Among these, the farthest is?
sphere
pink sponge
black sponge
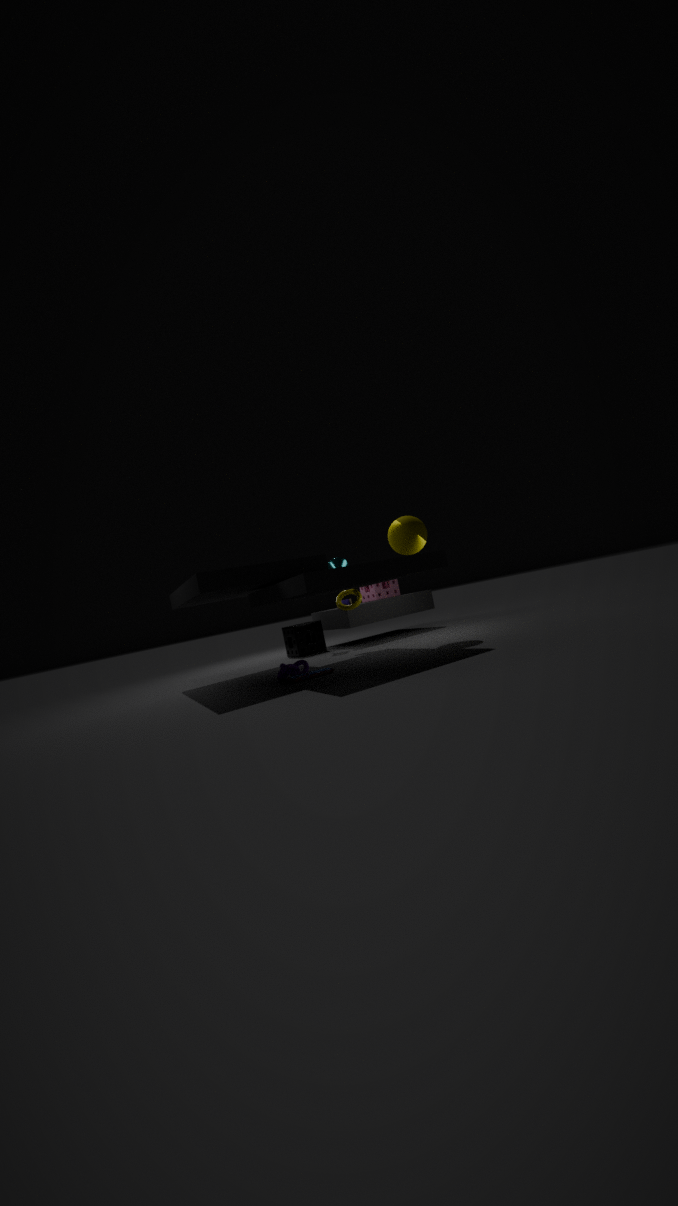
pink sponge
